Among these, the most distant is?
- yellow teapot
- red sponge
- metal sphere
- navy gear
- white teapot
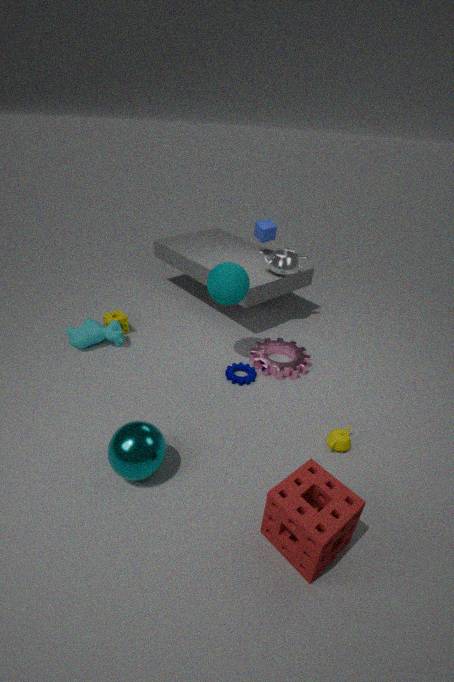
white teapot
